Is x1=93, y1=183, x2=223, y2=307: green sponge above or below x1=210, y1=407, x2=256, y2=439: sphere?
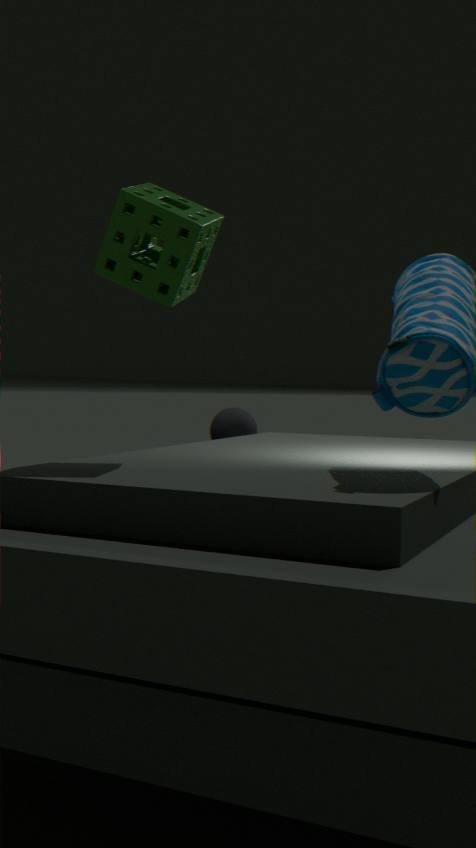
above
